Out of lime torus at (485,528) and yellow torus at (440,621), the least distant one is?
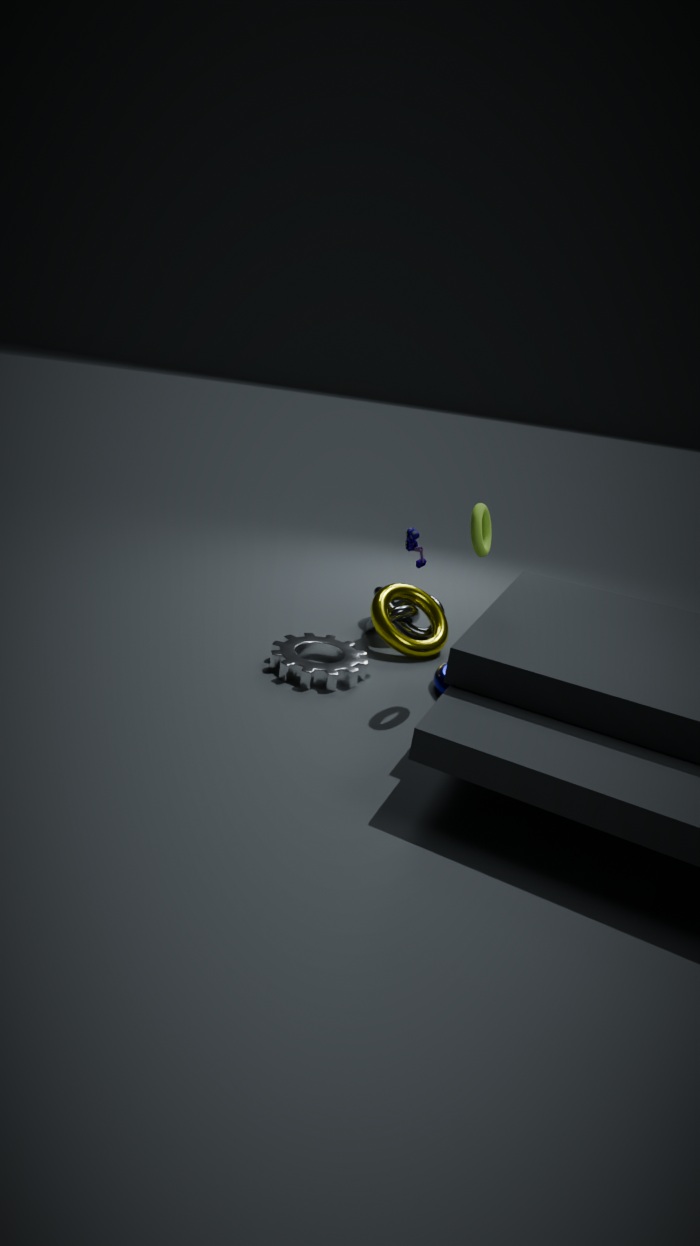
lime torus at (485,528)
